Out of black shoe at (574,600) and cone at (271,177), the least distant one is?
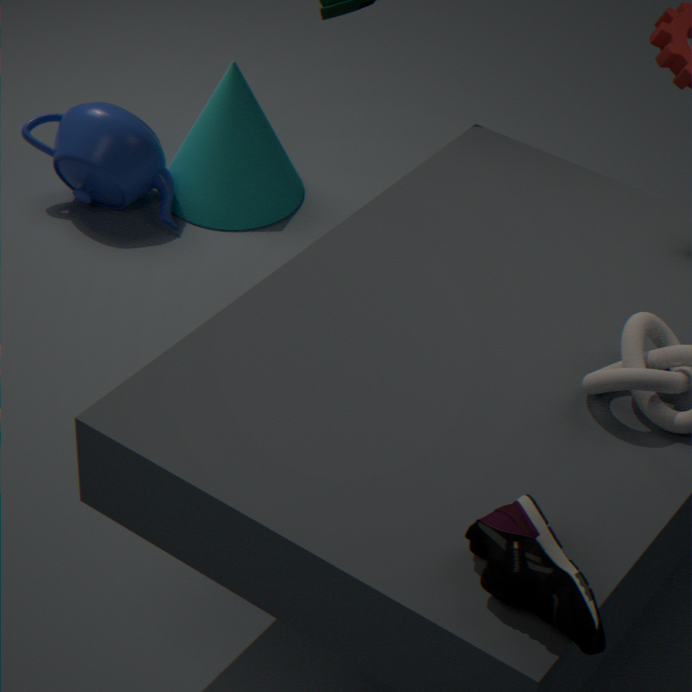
black shoe at (574,600)
